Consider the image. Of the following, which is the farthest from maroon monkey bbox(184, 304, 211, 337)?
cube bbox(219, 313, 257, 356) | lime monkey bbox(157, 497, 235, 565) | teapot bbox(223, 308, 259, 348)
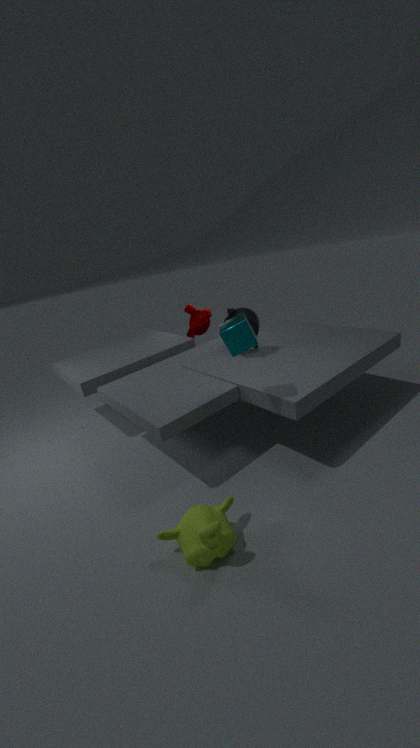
lime monkey bbox(157, 497, 235, 565)
